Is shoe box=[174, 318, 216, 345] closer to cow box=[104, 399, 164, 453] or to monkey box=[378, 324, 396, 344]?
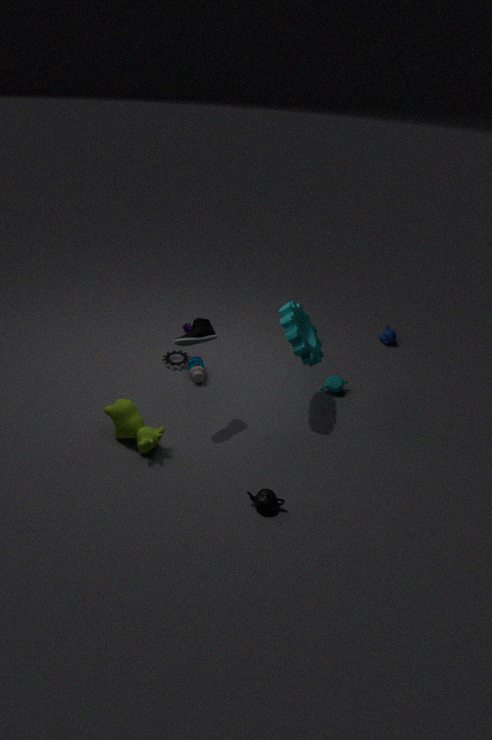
cow box=[104, 399, 164, 453]
